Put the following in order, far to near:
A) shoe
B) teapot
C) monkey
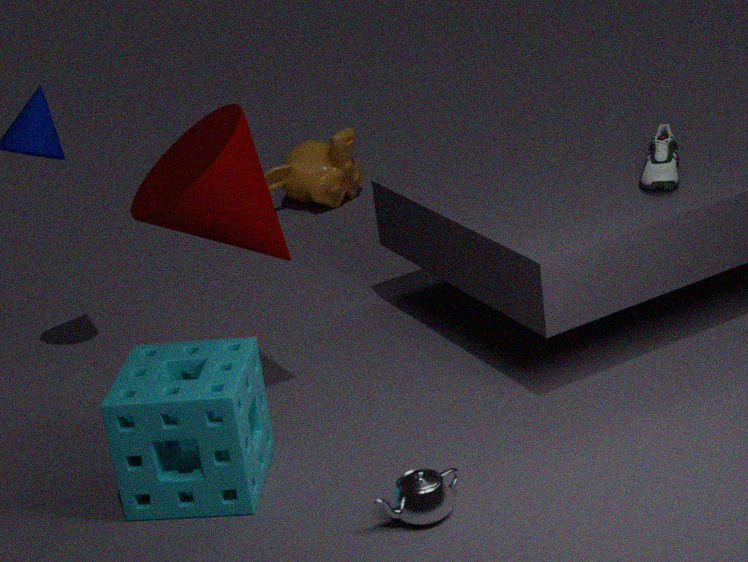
1. monkey
2. shoe
3. teapot
